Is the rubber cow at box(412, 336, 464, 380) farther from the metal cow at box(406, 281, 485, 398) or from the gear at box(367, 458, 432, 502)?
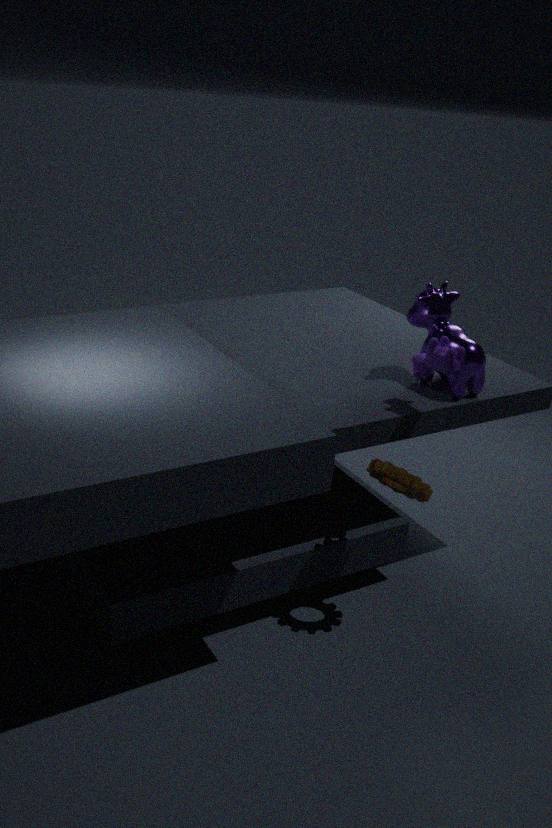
the gear at box(367, 458, 432, 502)
